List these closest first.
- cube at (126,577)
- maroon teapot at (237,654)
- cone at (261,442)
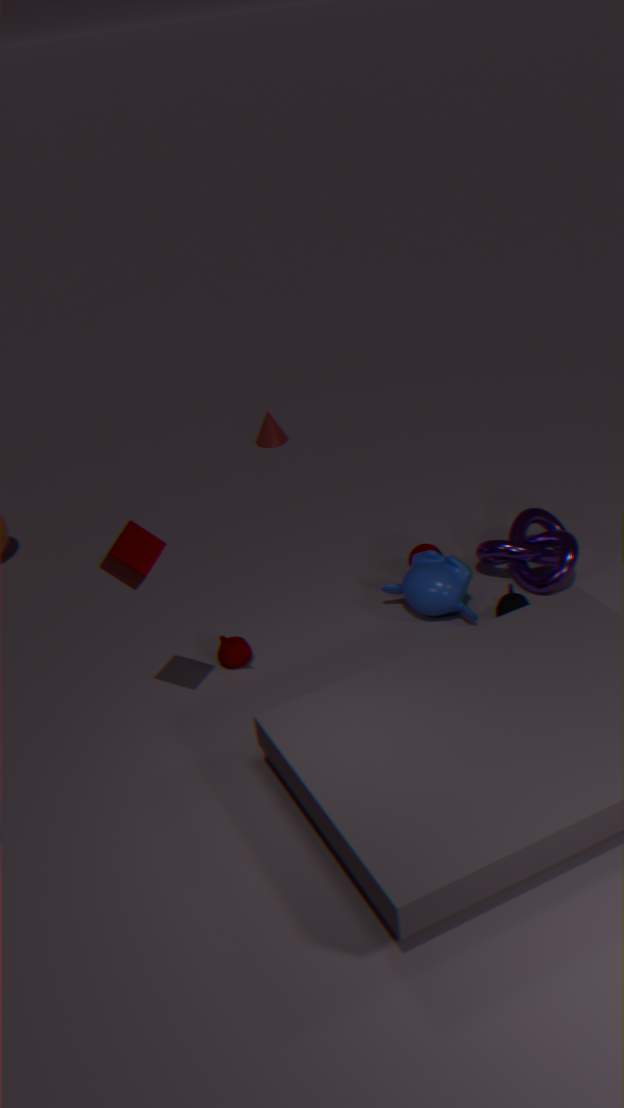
cube at (126,577), maroon teapot at (237,654), cone at (261,442)
